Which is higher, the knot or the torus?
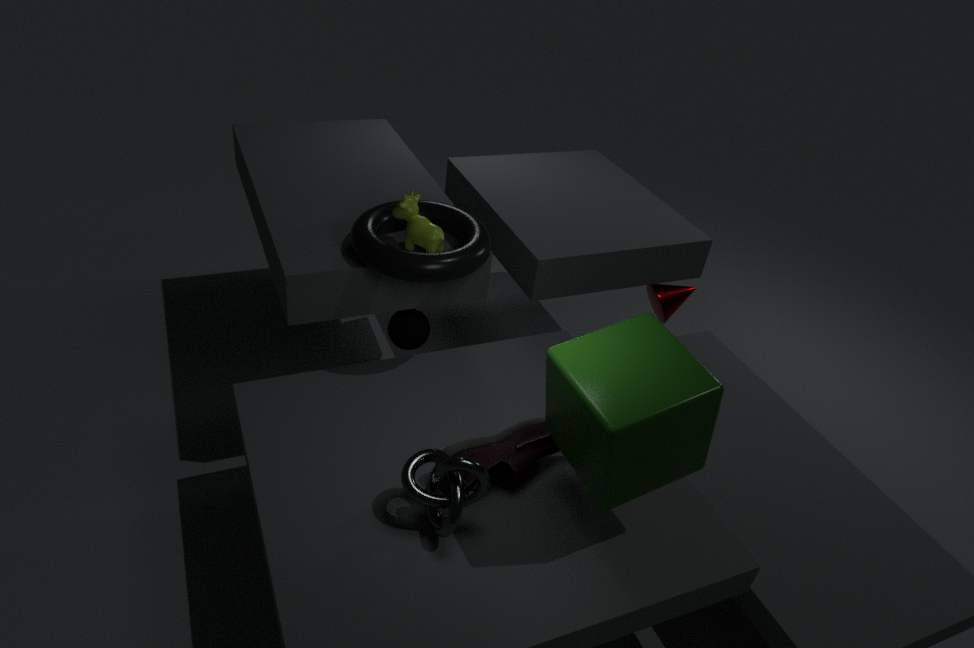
the torus
